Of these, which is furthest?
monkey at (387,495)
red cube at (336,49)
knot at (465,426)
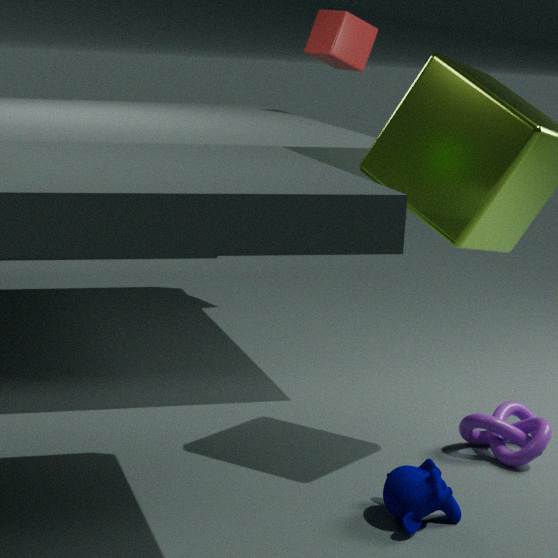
red cube at (336,49)
